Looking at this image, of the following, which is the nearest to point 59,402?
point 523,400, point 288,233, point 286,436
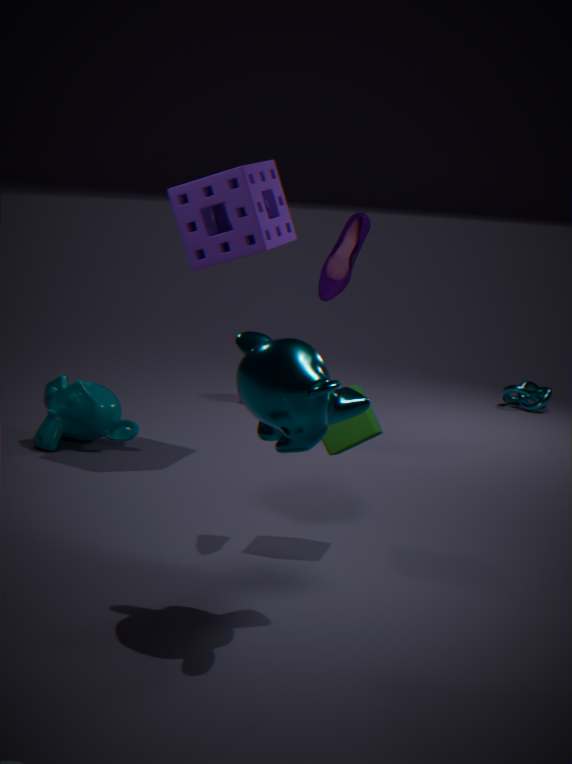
point 288,233
